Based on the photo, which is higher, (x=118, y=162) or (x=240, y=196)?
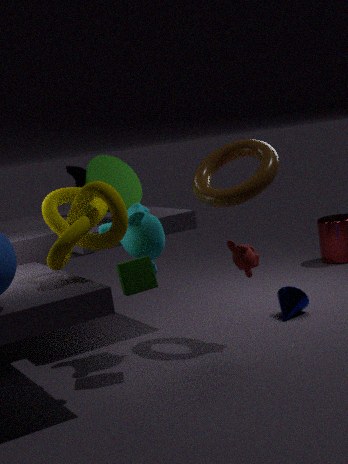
(x=240, y=196)
